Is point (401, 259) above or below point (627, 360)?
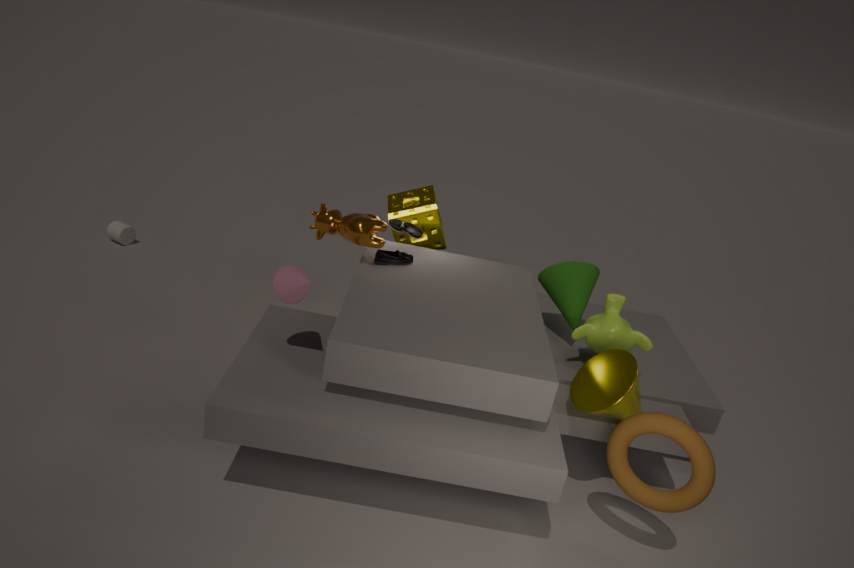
above
